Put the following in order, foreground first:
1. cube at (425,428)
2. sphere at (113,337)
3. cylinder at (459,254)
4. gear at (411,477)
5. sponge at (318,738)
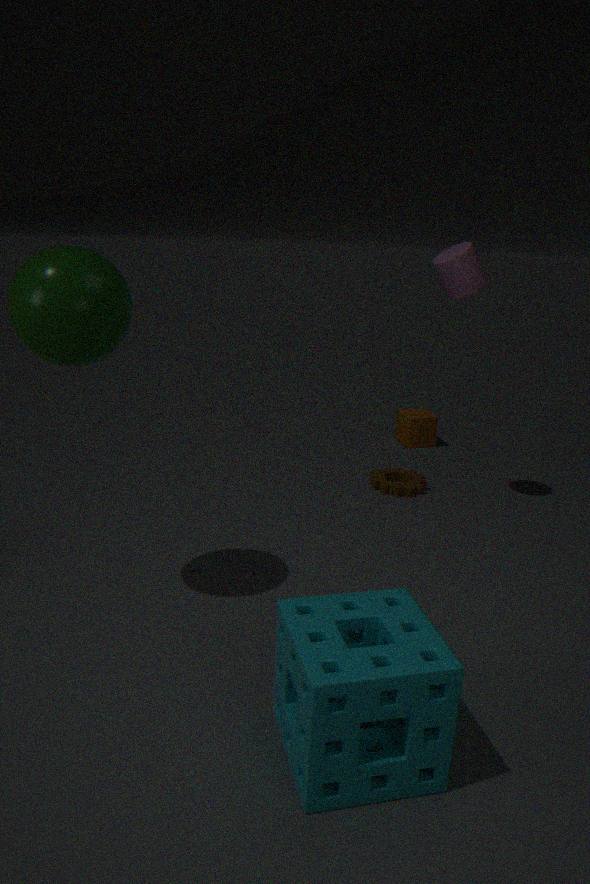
sponge at (318,738), sphere at (113,337), cylinder at (459,254), gear at (411,477), cube at (425,428)
